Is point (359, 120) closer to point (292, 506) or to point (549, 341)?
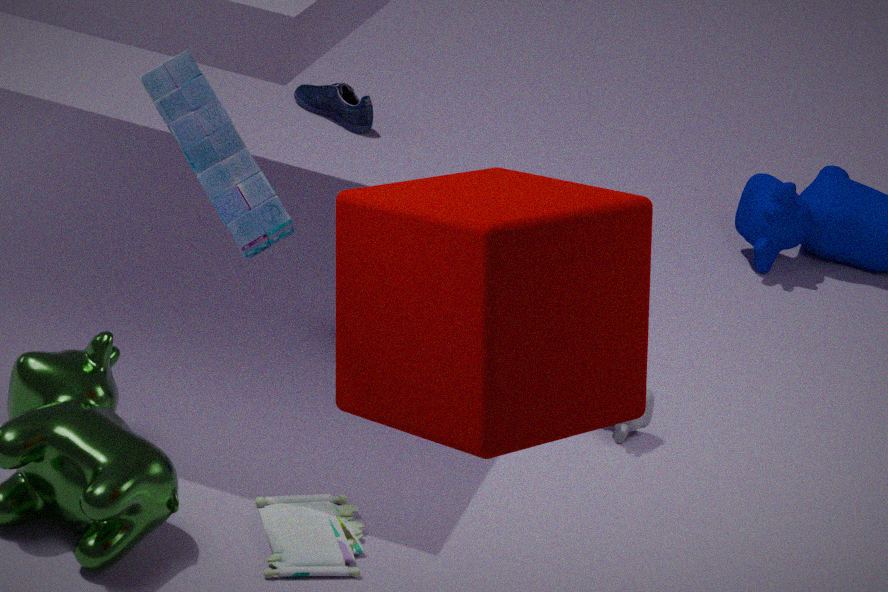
point (292, 506)
